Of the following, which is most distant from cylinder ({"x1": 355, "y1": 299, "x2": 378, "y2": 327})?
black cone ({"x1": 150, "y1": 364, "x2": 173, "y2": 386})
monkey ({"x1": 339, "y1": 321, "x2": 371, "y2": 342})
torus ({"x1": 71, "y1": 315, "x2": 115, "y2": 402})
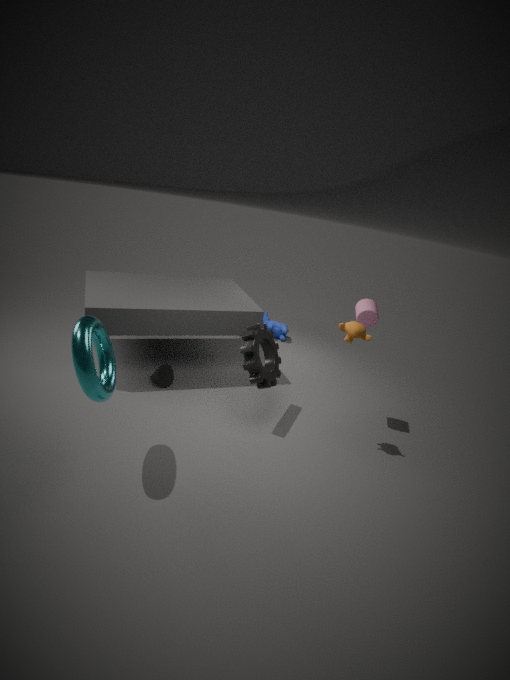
torus ({"x1": 71, "y1": 315, "x2": 115, "y2": 402})
